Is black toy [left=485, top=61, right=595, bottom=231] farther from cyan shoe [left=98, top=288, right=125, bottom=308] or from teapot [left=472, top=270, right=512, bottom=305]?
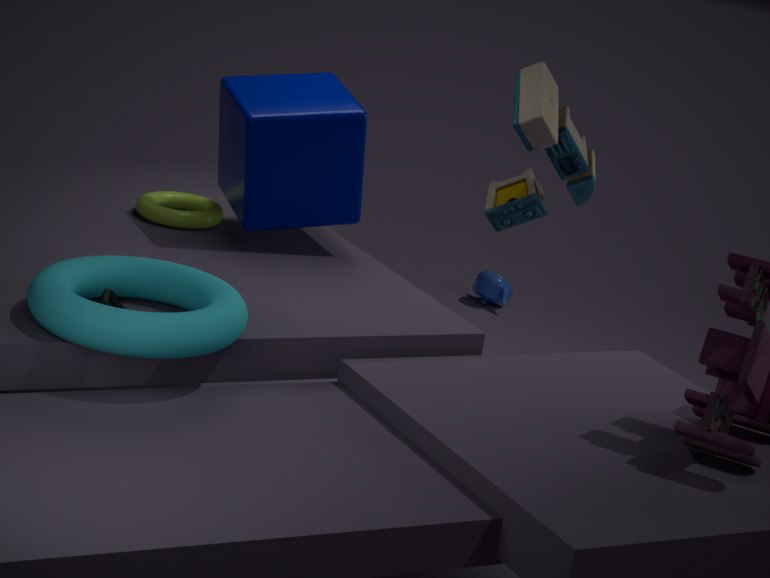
cyan shoe [left=98, top=288, right=125, bottom=308]
